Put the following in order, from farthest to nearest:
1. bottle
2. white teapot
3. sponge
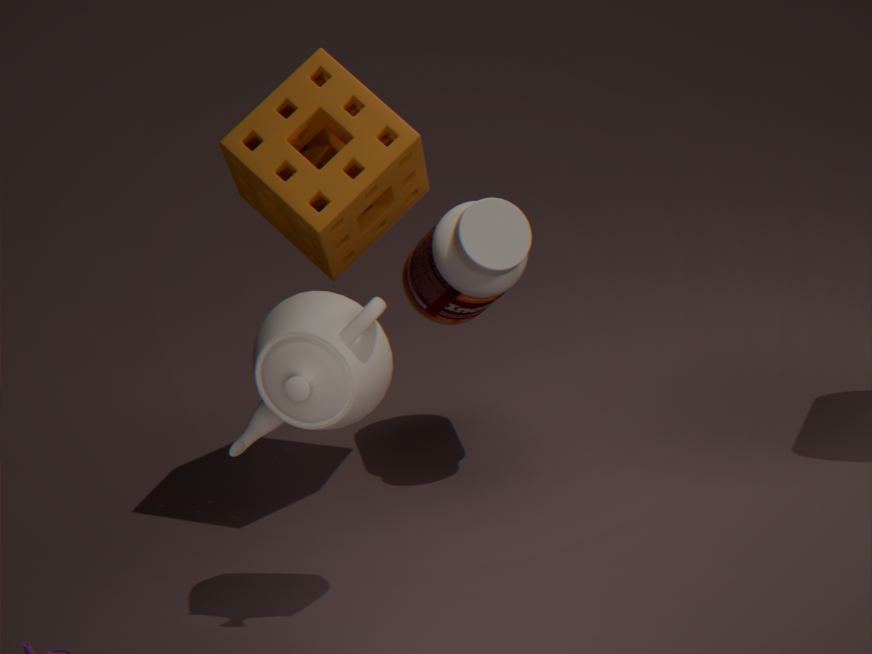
1. bottle
2. sponge
3. white teapot
